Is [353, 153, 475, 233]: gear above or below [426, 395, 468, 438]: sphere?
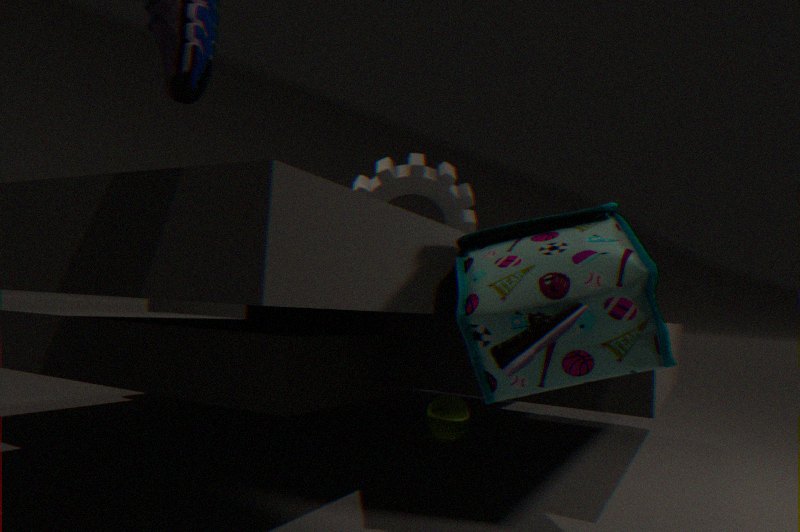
above
